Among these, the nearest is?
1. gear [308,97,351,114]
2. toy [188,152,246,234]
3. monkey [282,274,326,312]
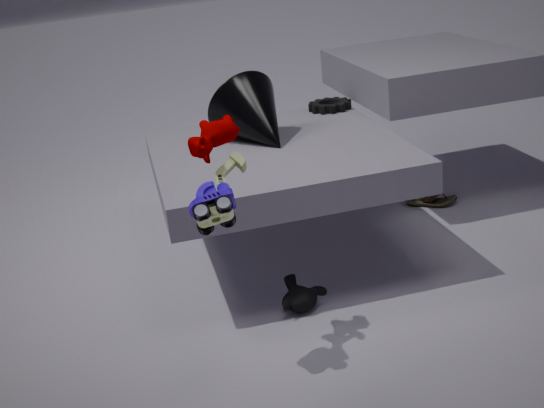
toy [188,152,246,234]
